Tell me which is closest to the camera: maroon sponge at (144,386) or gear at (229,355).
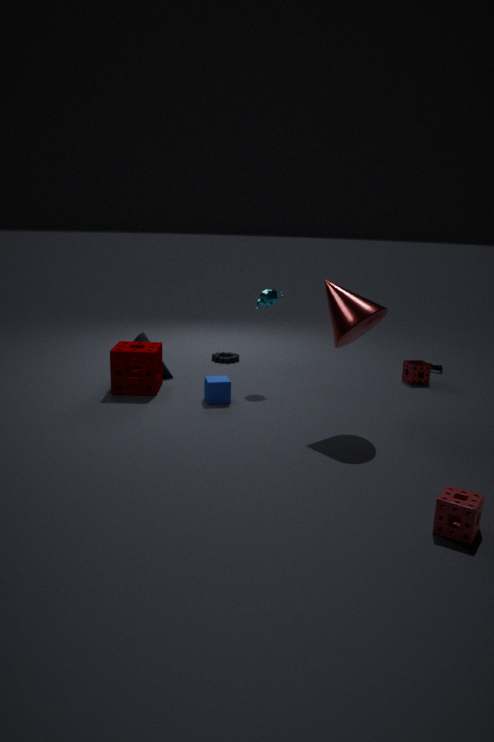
maroon sponge at (144,386)
